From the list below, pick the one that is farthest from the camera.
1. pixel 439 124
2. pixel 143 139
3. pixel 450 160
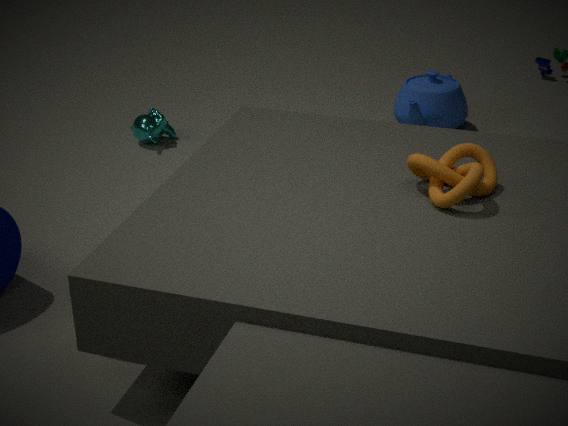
pixel 439 124
